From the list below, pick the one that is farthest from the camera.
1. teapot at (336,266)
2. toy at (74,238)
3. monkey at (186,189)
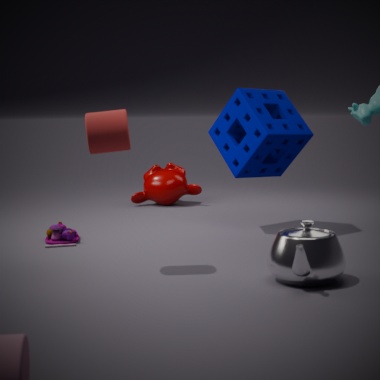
monkey at (186,189)
